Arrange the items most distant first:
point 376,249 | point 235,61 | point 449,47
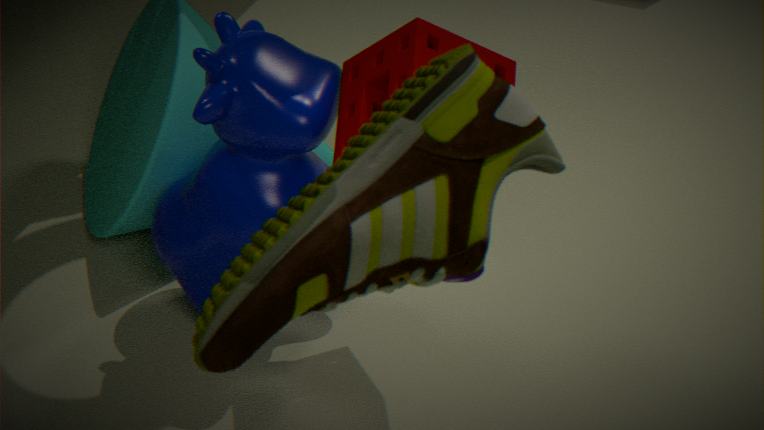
point 235,61 → point 449,47 → point 376,249
